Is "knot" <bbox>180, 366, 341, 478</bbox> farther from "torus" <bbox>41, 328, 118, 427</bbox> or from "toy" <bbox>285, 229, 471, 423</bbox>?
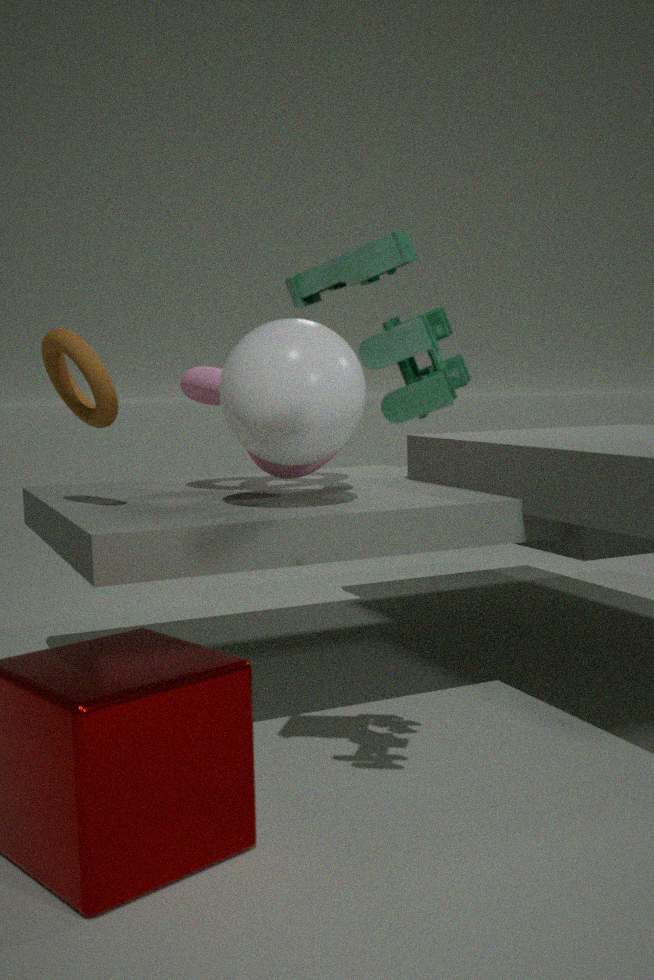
"toy" <bbox>285, 229, 471, 423</bbox>
